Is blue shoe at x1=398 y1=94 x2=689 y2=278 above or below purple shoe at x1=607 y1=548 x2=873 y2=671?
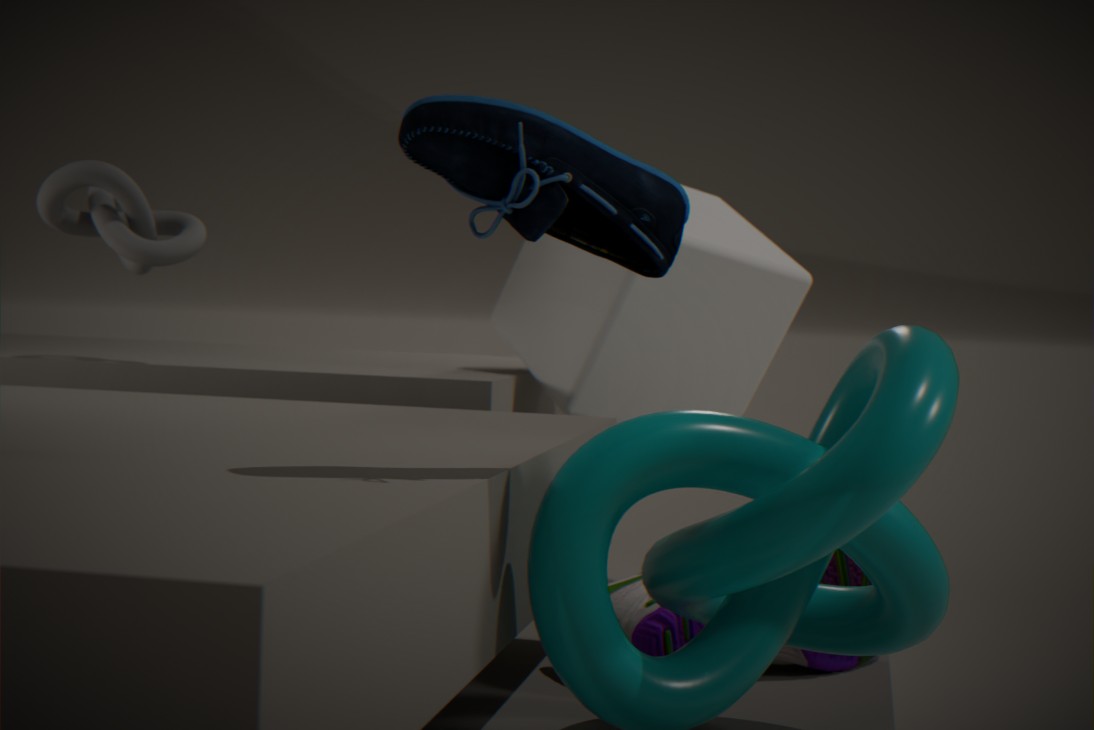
above
